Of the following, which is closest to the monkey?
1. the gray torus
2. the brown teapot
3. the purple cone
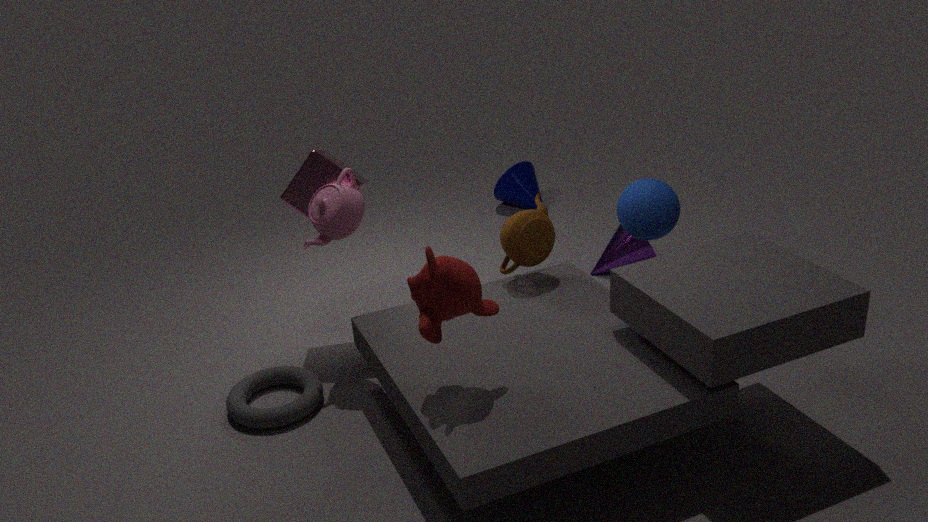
the brown teapot
